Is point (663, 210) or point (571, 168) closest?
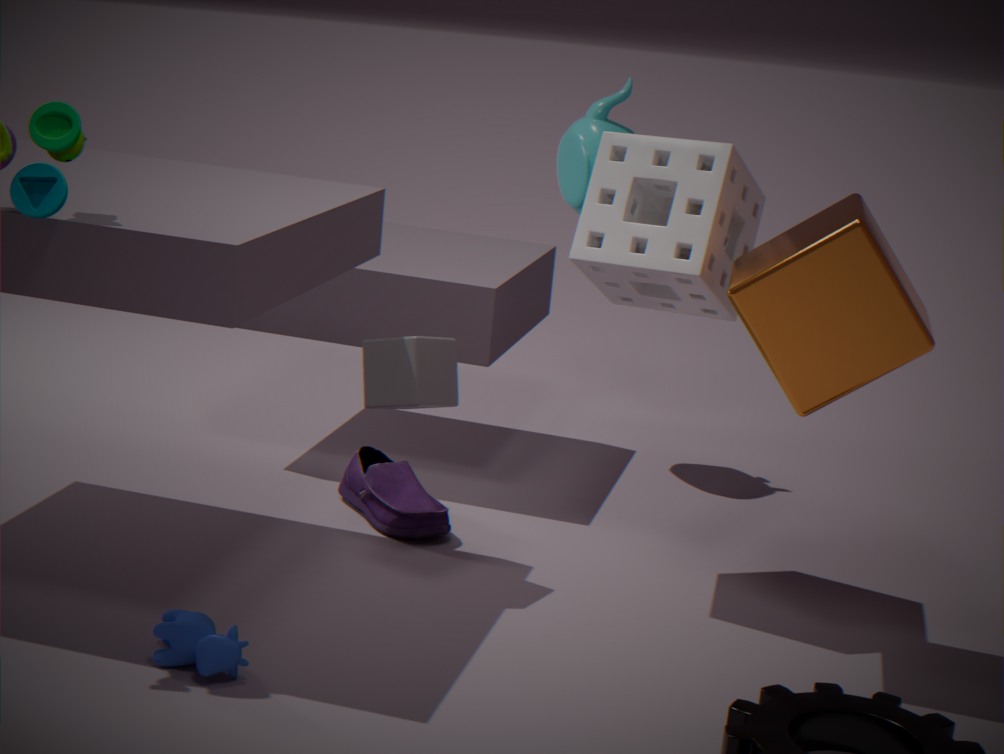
point (663, 210)
